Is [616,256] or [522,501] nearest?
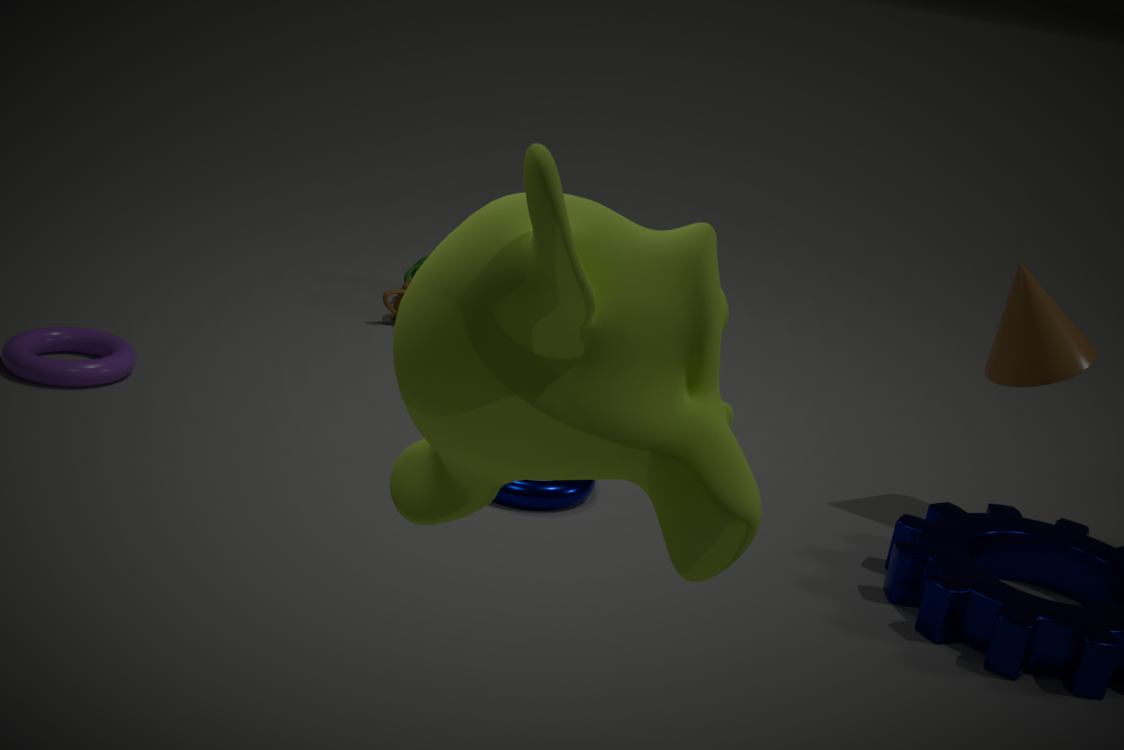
[616,256]
